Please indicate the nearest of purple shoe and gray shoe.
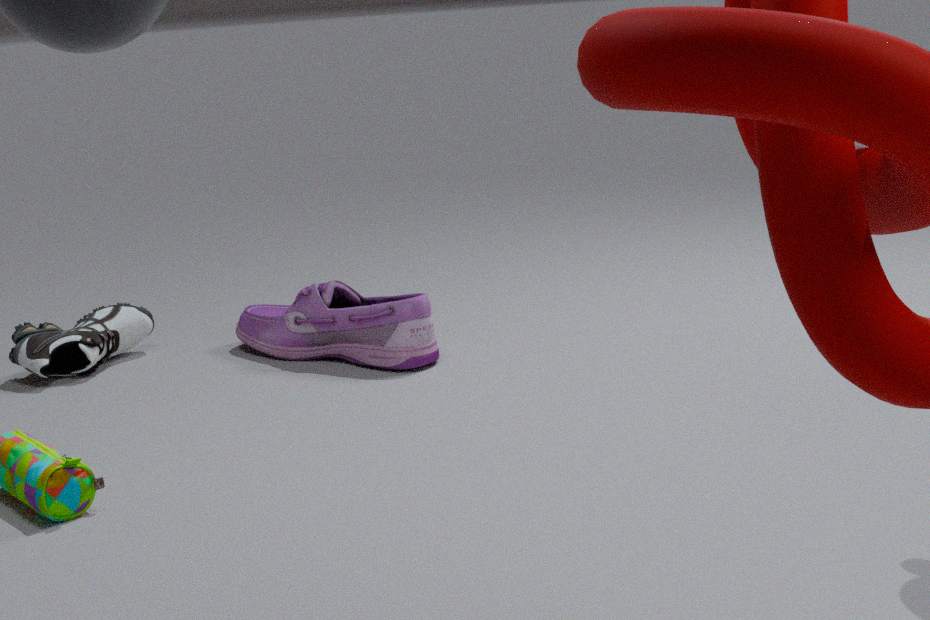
purple shoe
